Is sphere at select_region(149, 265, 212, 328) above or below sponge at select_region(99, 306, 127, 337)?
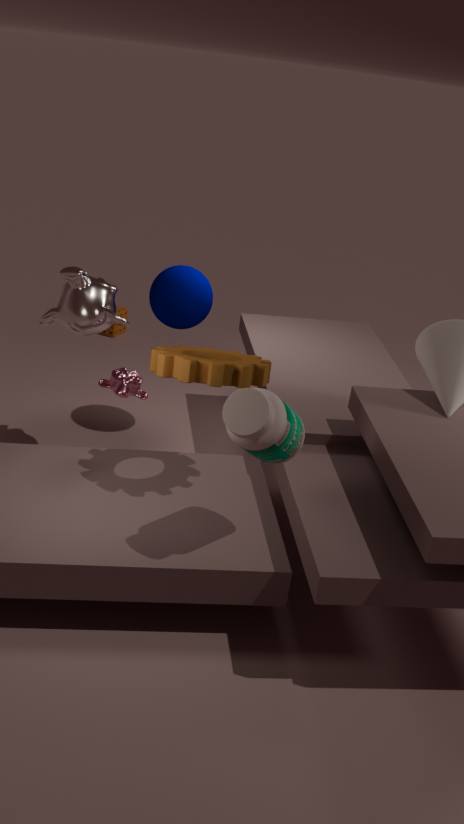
above
